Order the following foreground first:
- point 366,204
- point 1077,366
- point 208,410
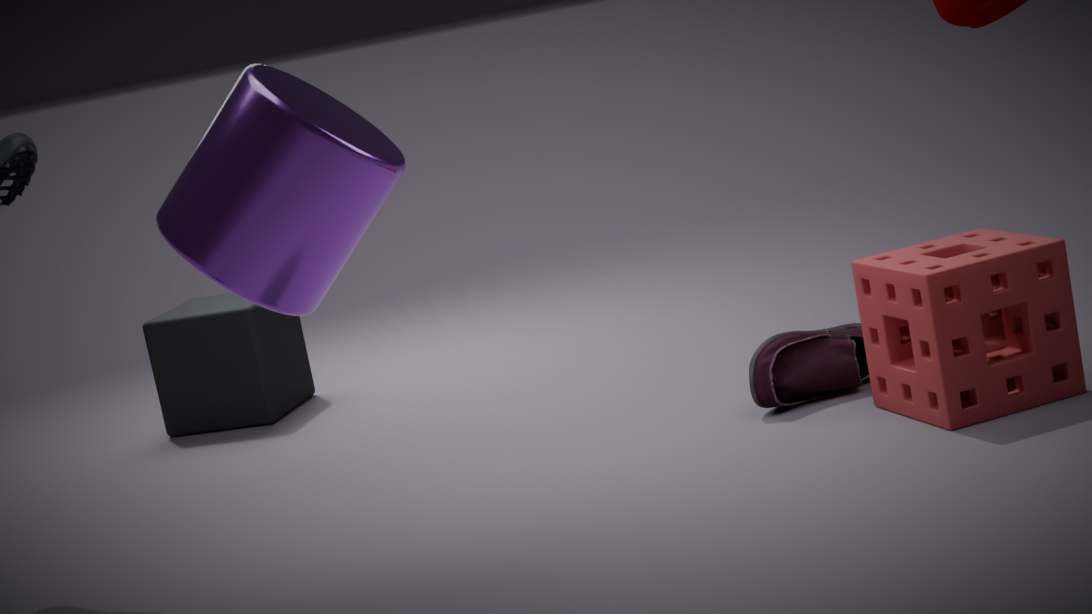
point 366,204 < point 1077,366 < point 208,410
